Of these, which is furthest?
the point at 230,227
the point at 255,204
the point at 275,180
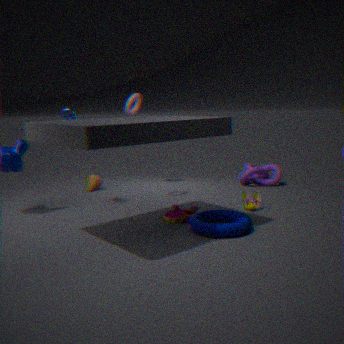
the point at 275,180
